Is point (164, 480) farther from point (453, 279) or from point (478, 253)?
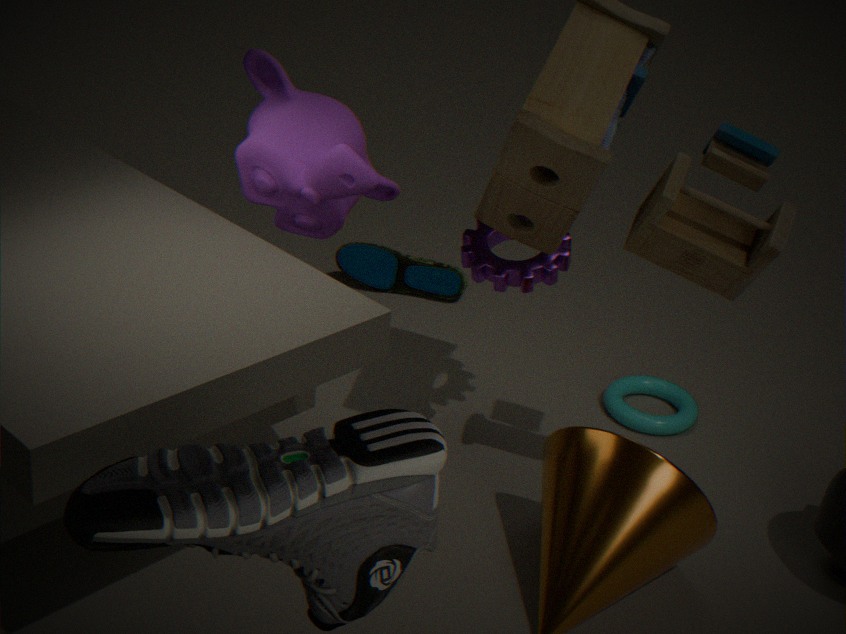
point (453, 279)
